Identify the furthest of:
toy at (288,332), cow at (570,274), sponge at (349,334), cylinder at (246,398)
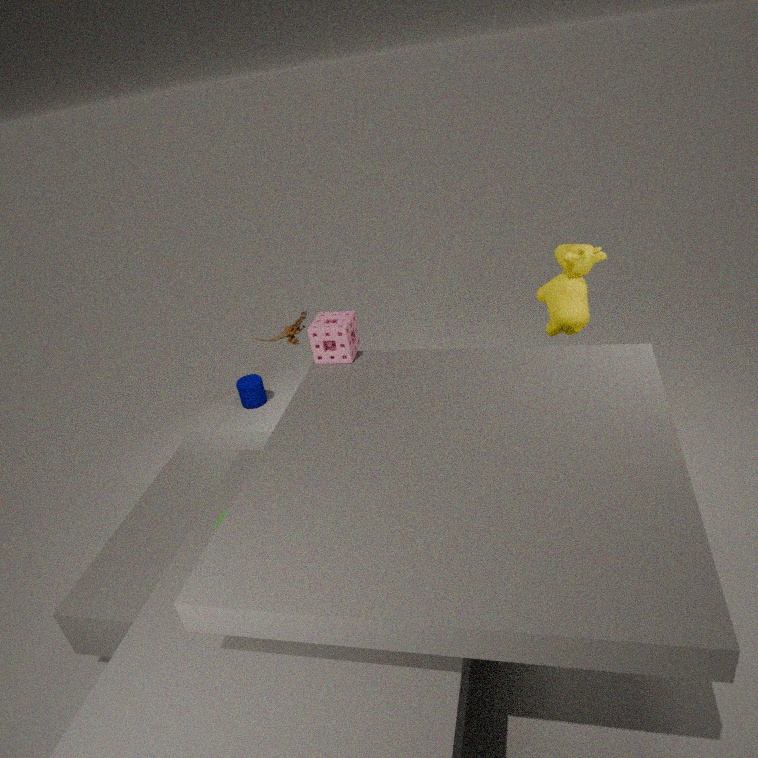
cylinder at (246,398)
